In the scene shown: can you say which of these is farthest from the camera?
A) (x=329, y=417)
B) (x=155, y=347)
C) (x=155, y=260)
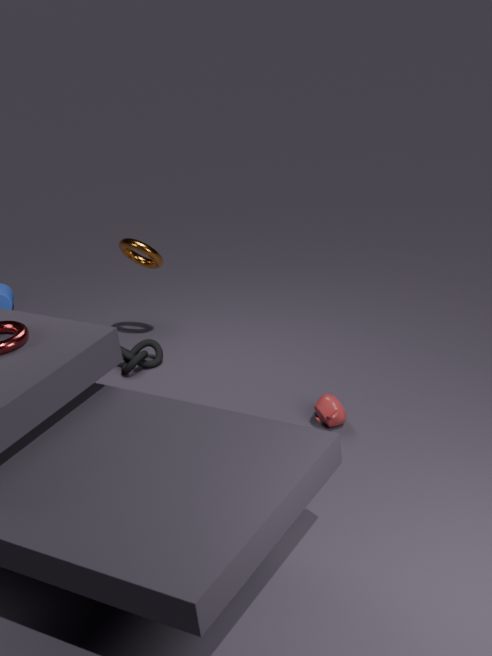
(x=155, y=347)
